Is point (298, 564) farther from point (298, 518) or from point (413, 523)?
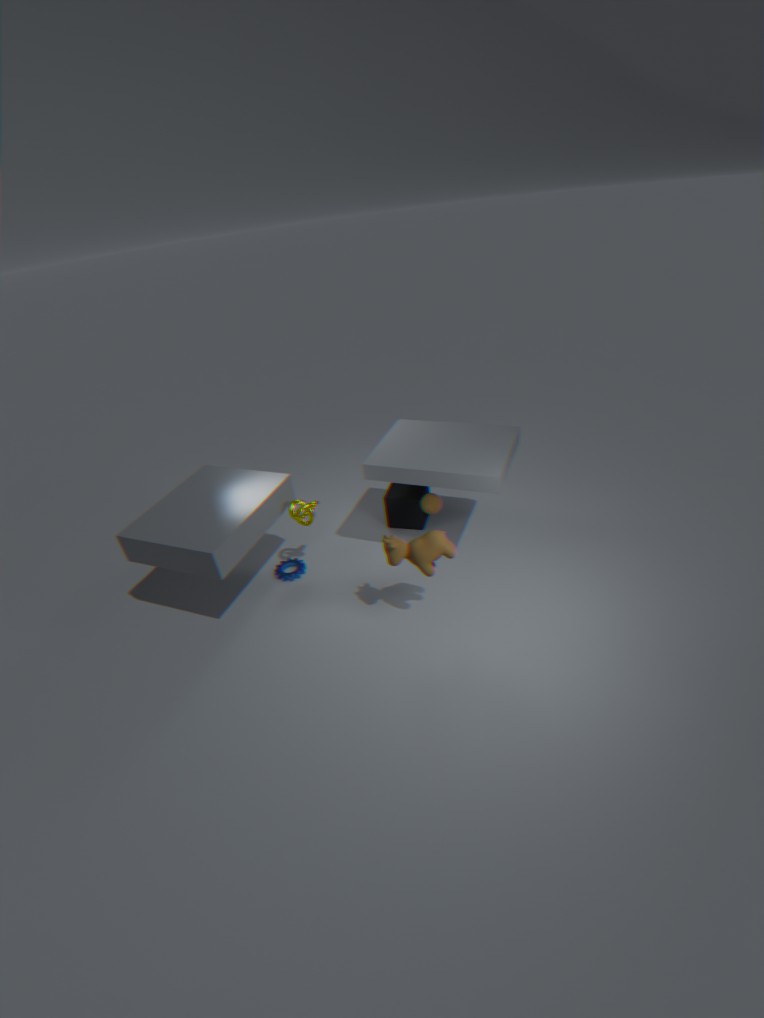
point (413, 523)
